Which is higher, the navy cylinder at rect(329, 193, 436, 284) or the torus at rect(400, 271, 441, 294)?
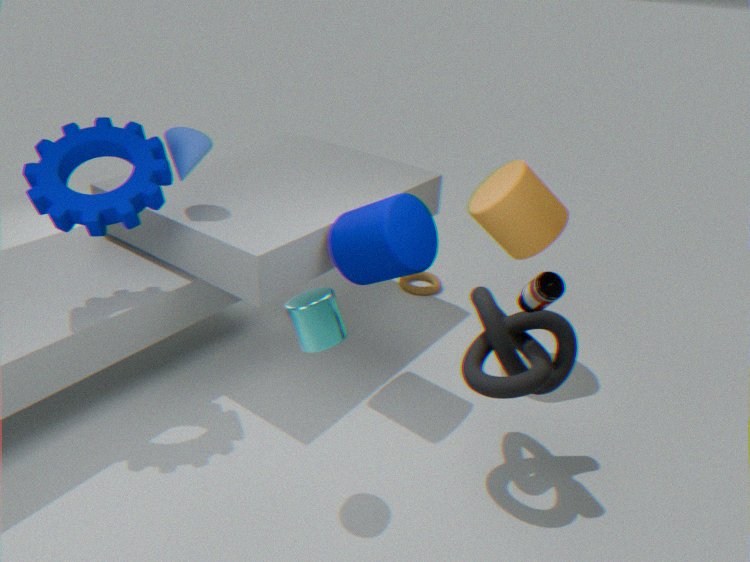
the navy cylinder at rect(329, 193, 436, 284)
